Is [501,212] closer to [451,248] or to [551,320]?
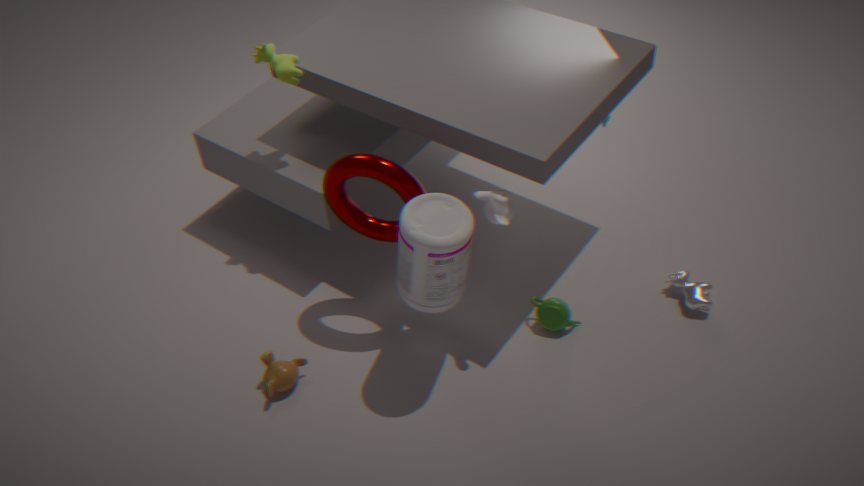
[451,248]
